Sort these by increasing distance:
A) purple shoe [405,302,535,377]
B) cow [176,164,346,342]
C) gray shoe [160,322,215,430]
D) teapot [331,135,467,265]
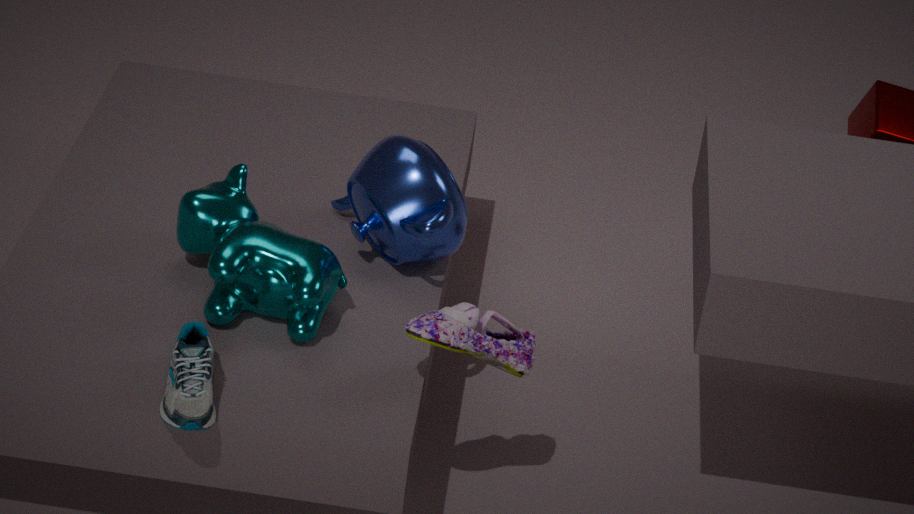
gray shoe [160,322,215,430] < purple shoe [405,302,535,377] < cow [176,164,346,342] < teapot [331,135,467,265]
